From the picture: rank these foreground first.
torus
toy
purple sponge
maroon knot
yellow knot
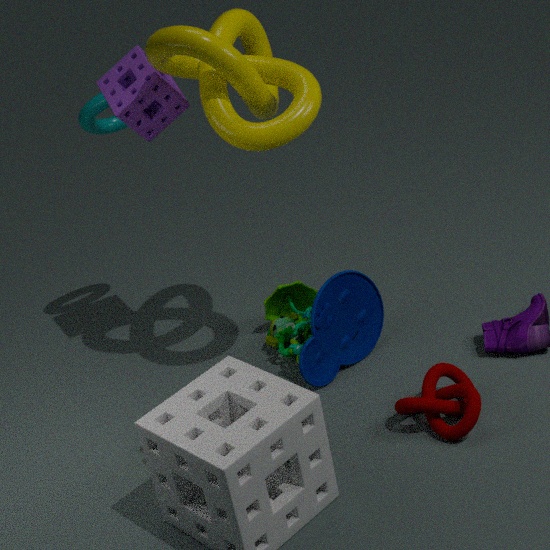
yellow knot < maroon knot < purple sponge < toy < torus
